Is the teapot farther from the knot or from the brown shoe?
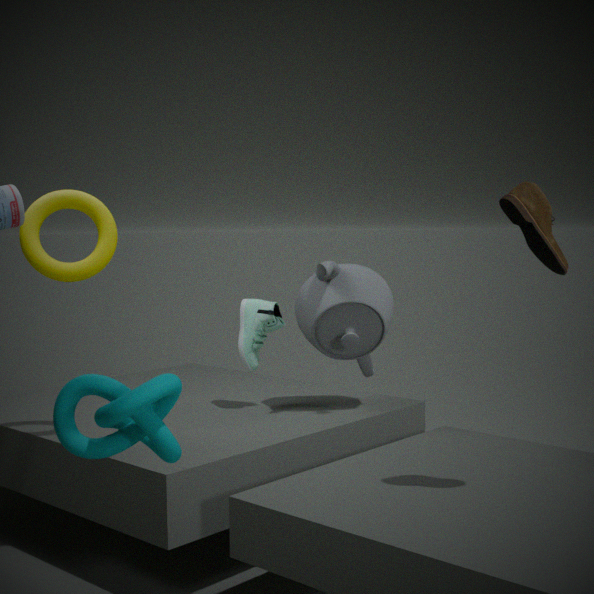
the knot
